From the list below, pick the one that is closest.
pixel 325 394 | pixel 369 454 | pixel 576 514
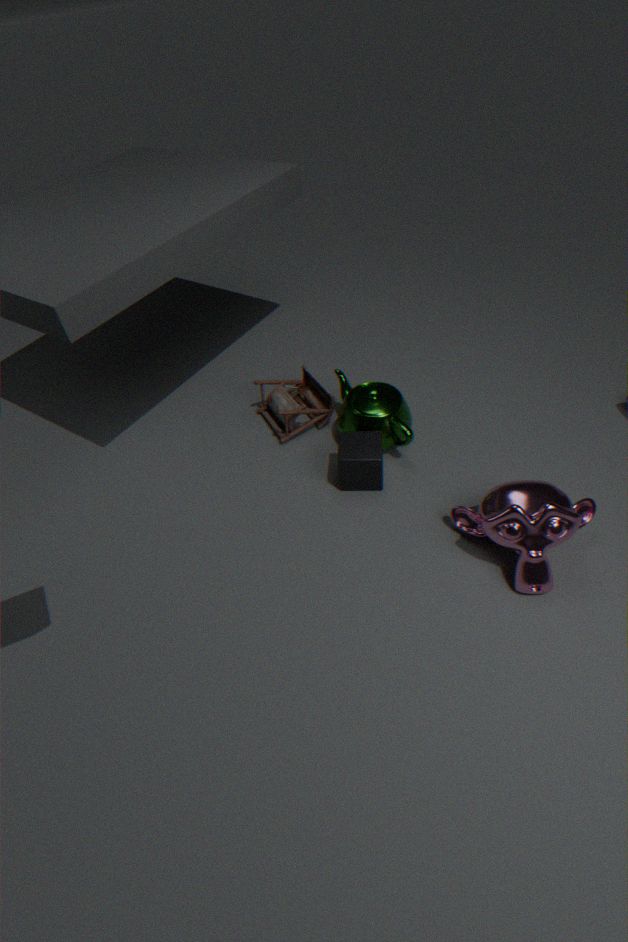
pixel 576 514
